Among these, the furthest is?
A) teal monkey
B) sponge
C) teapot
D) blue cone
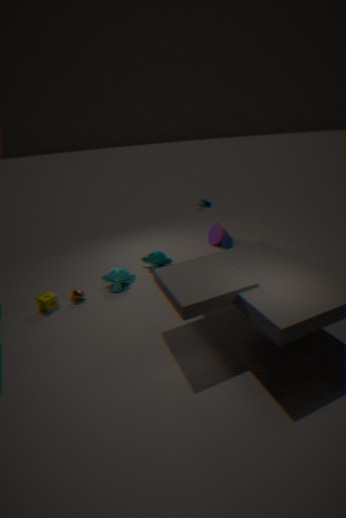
blue cone
